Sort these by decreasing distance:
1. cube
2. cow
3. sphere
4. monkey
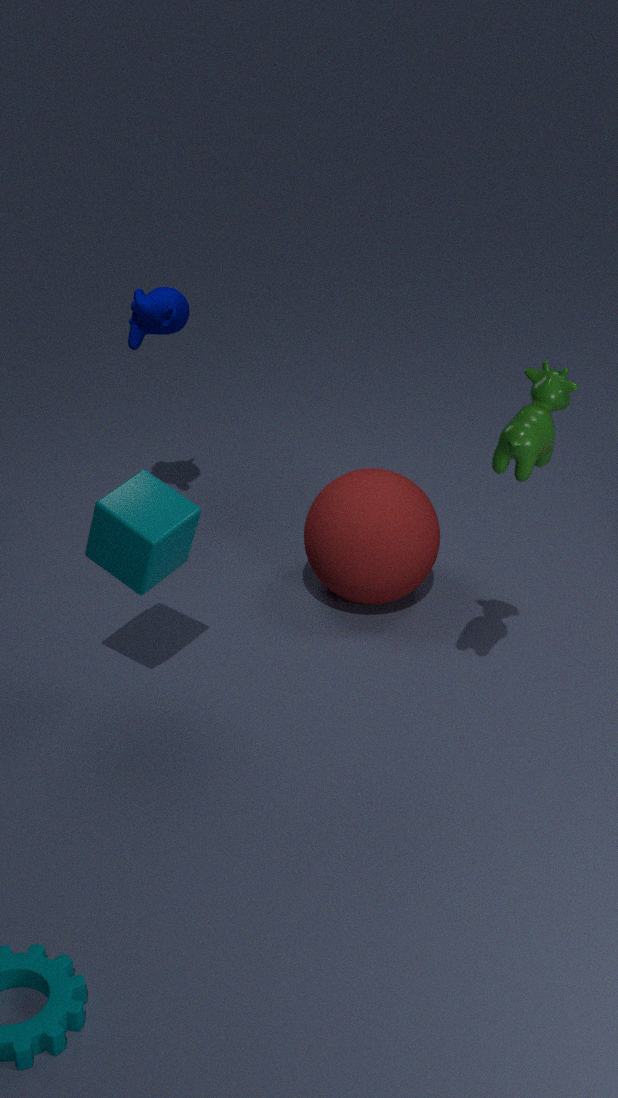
monkey < sphere < cube < cow
